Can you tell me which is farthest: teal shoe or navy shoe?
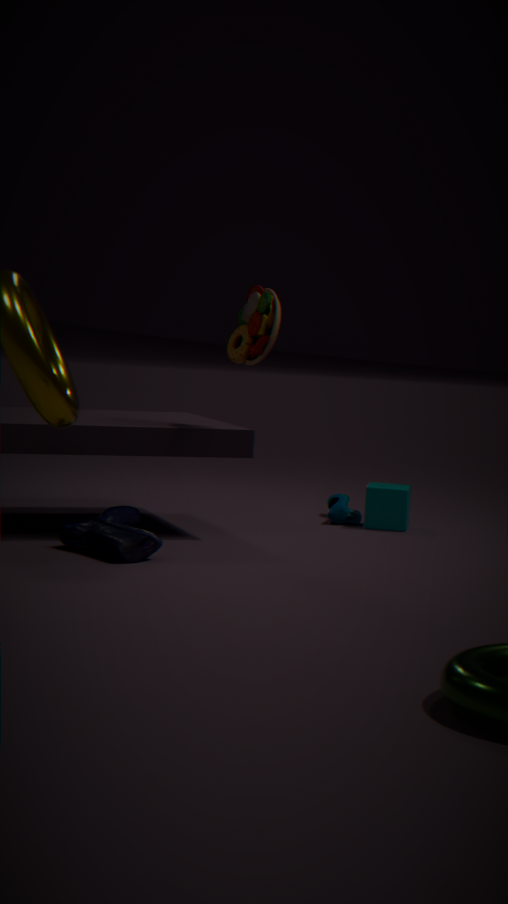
teal shoe
